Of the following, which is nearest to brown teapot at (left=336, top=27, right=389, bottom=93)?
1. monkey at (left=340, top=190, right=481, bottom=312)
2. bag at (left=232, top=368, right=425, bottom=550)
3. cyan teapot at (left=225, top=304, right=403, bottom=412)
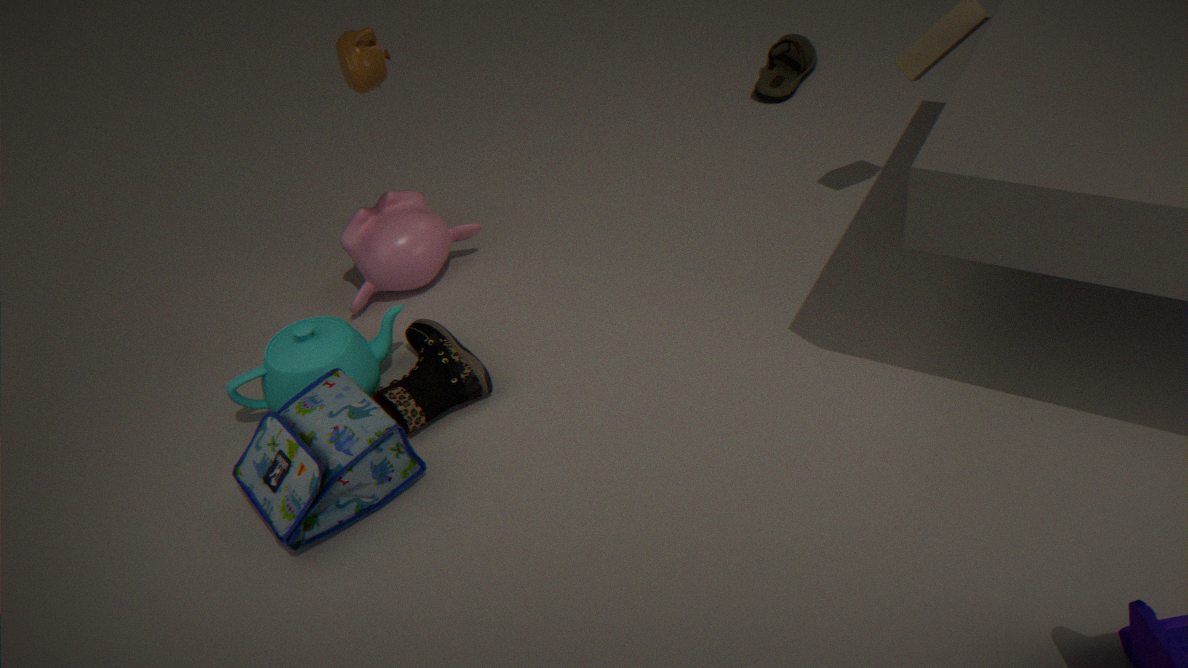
monkey at (left=340, top=190, right=481, bottom=312)
